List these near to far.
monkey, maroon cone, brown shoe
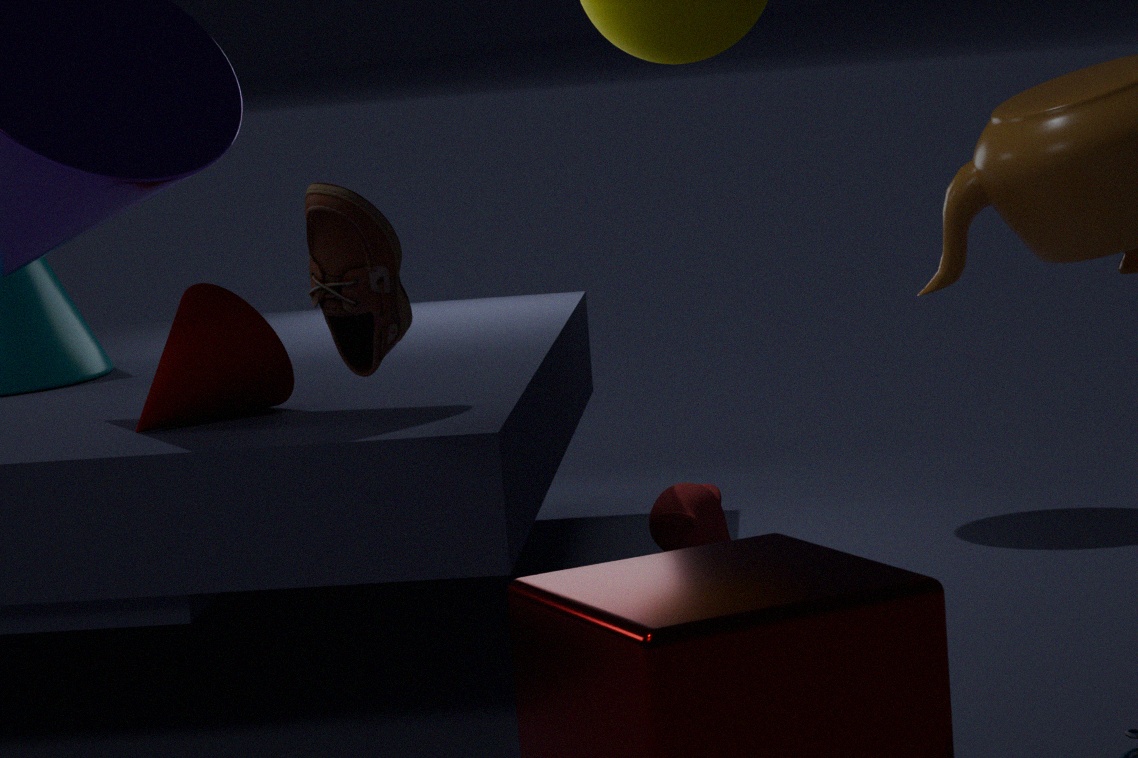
brown shoe → maroon cone → monkey
